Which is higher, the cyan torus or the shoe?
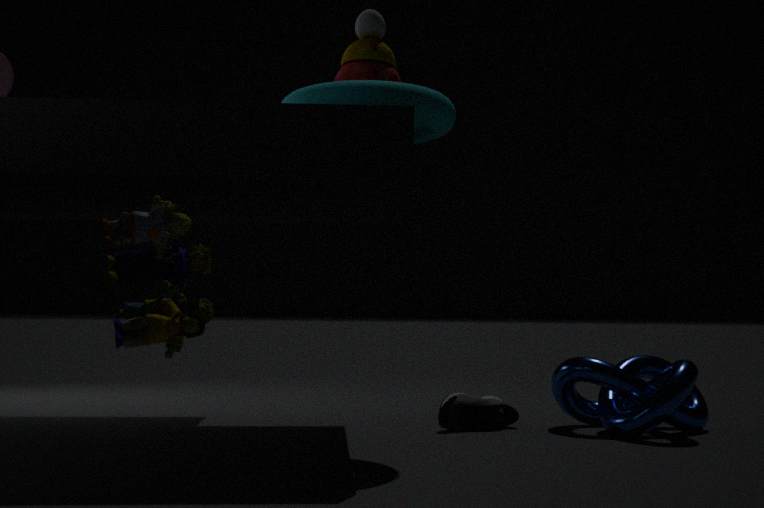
the cyan torus
